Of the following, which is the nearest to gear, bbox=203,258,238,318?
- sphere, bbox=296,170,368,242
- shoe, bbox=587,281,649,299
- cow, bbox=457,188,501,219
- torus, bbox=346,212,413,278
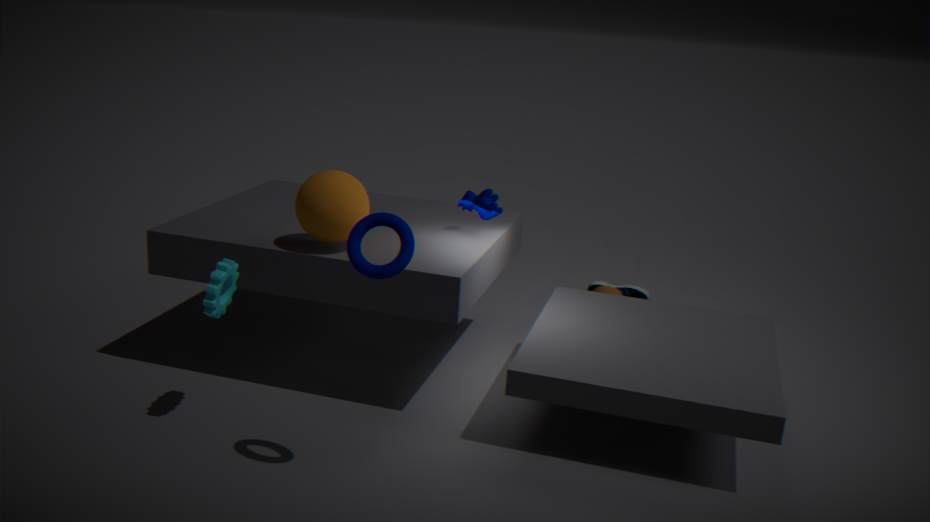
sphere, bbox=296,170,368,242
